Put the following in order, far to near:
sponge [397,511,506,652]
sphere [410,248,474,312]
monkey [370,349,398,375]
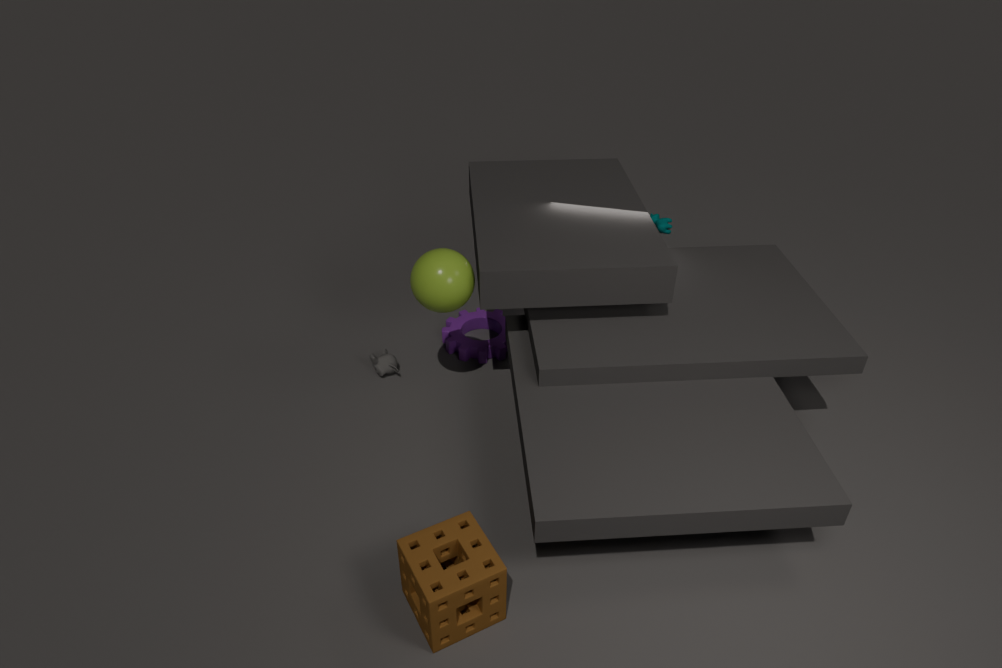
monkey [370,349,398,375]
sphere [410,248,474,312]
sponge [397,511,506,652]
